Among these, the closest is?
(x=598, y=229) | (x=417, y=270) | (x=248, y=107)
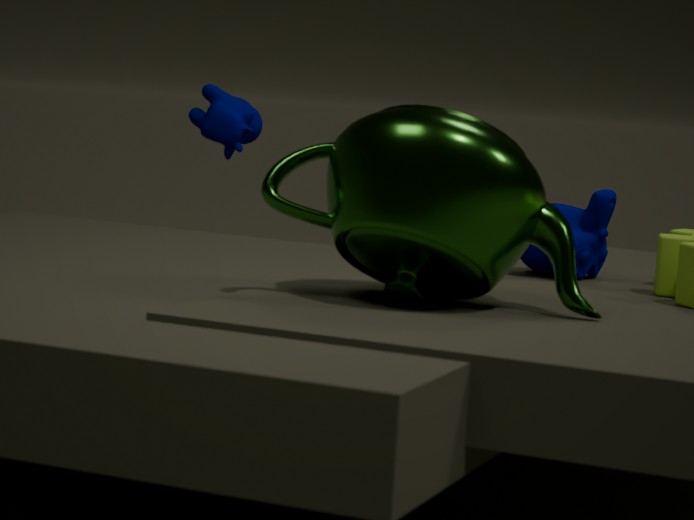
(x=417, y=270)
